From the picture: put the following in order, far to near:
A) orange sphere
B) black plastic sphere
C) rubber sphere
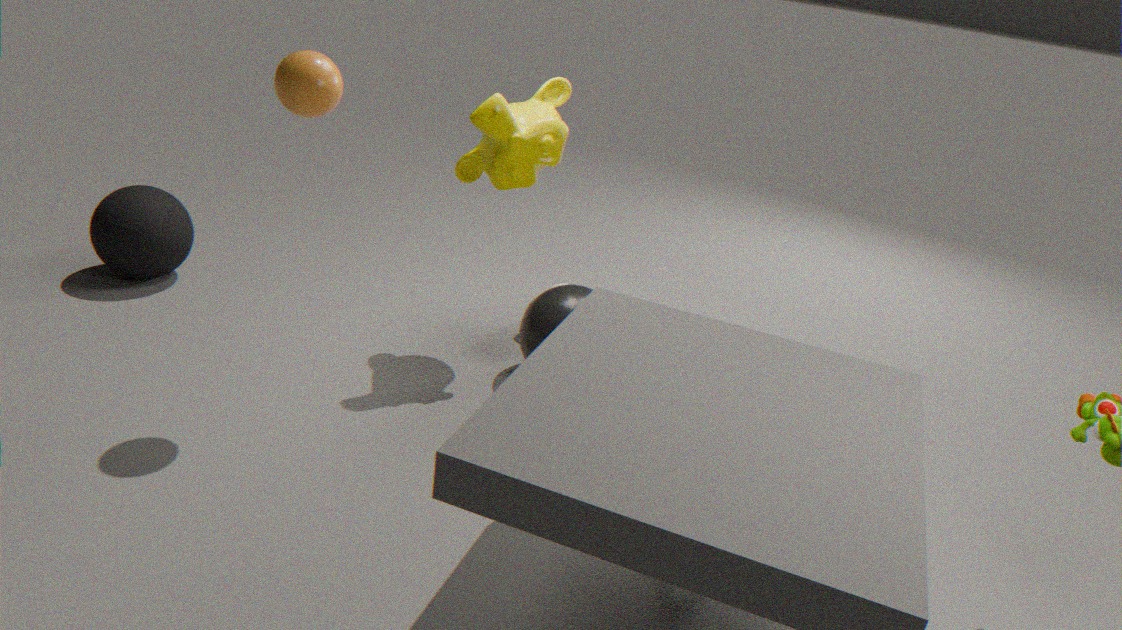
rubber sphere
black plastic sphere
orange sphere
